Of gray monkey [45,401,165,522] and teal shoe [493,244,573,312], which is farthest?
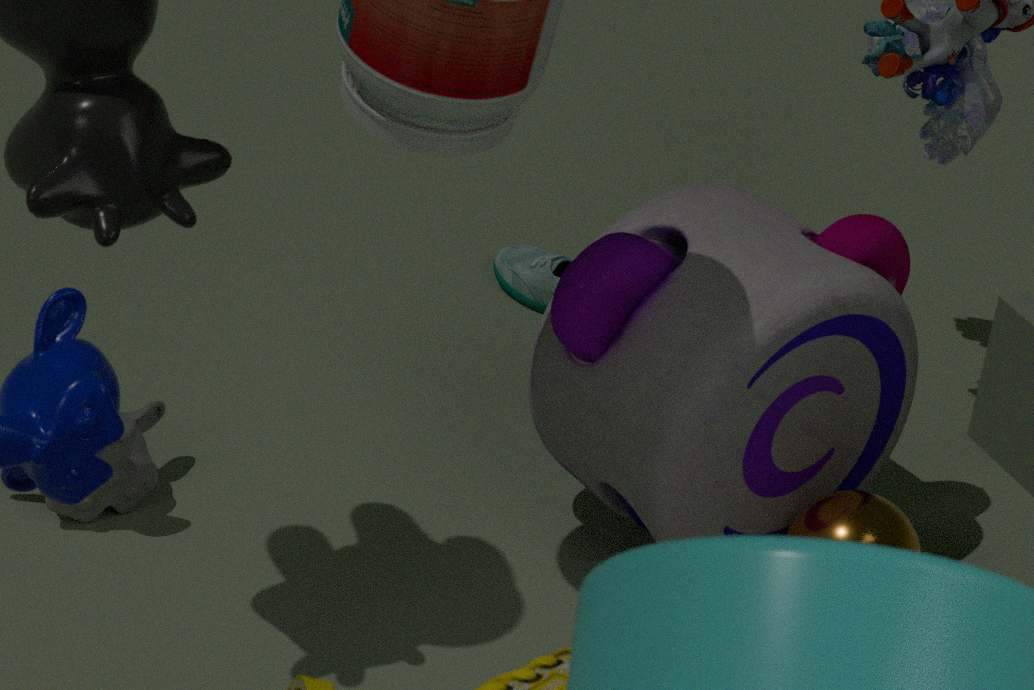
teal shoe [493,244,573,312]
